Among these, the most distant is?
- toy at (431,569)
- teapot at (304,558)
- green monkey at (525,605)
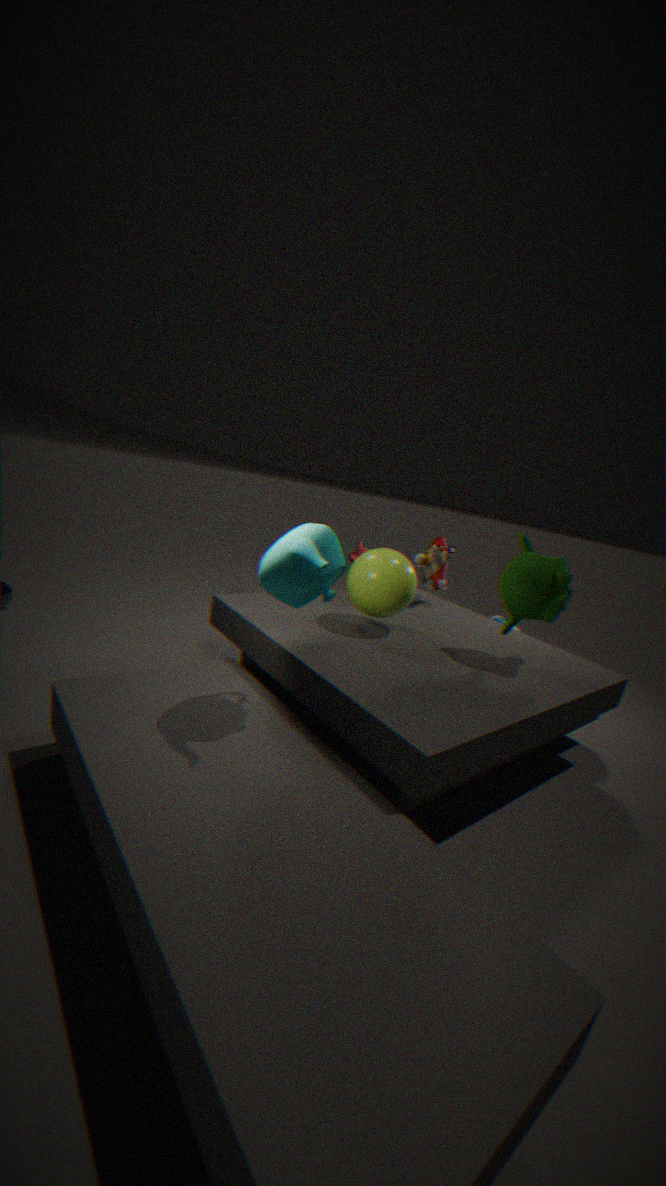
toy at (431,569)
